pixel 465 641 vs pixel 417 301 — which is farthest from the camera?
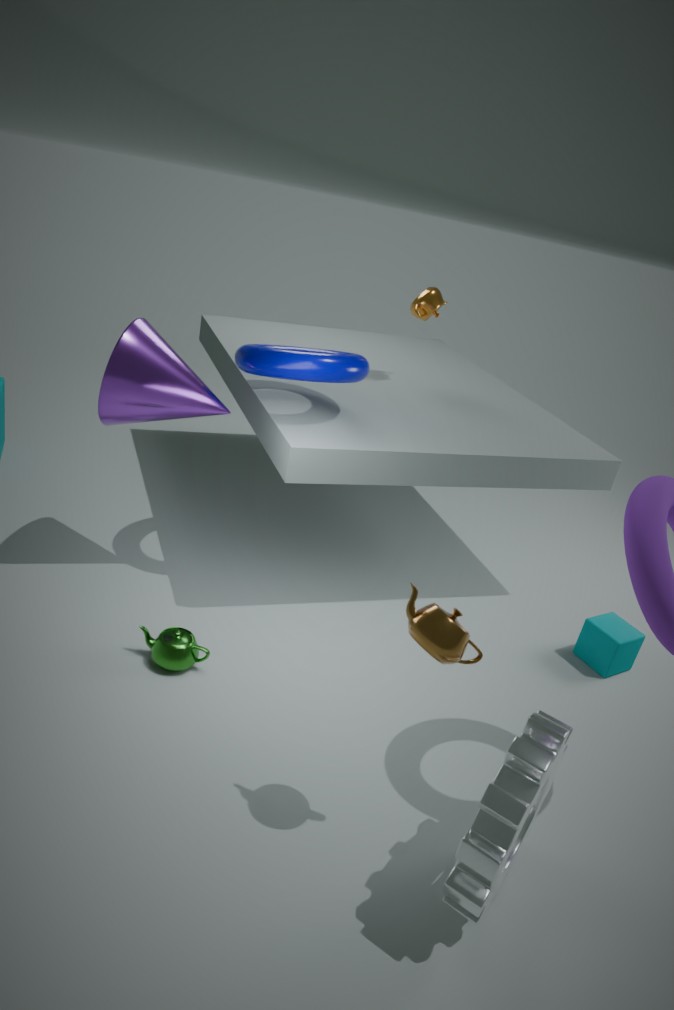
pixel 417 301
